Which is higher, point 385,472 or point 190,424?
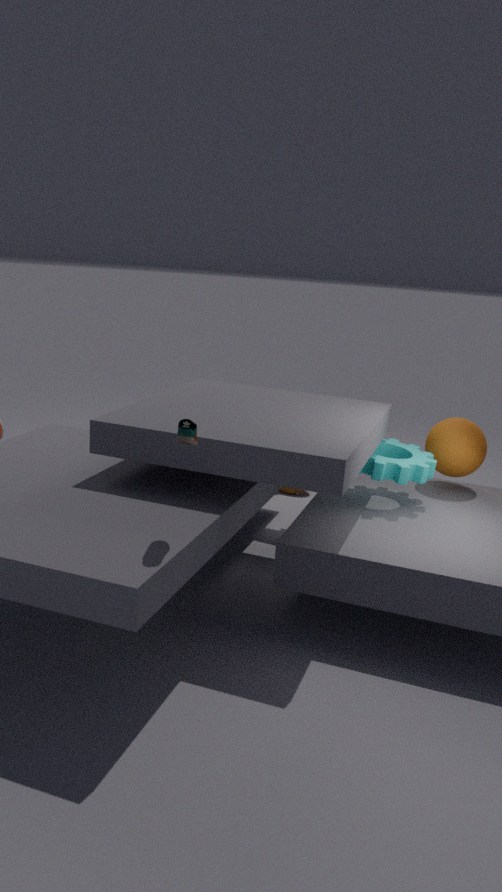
point 190,424
